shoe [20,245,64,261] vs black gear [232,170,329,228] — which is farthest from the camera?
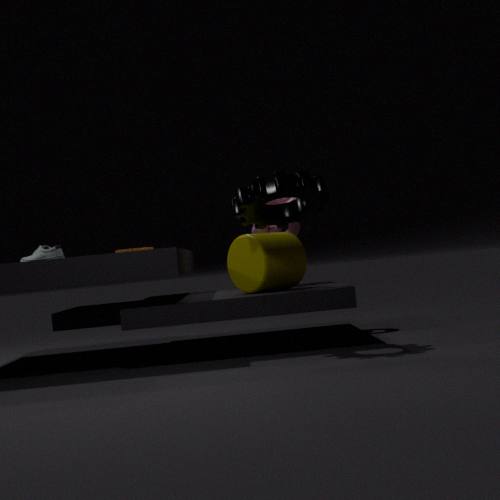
shoe [20,245,64,261]
